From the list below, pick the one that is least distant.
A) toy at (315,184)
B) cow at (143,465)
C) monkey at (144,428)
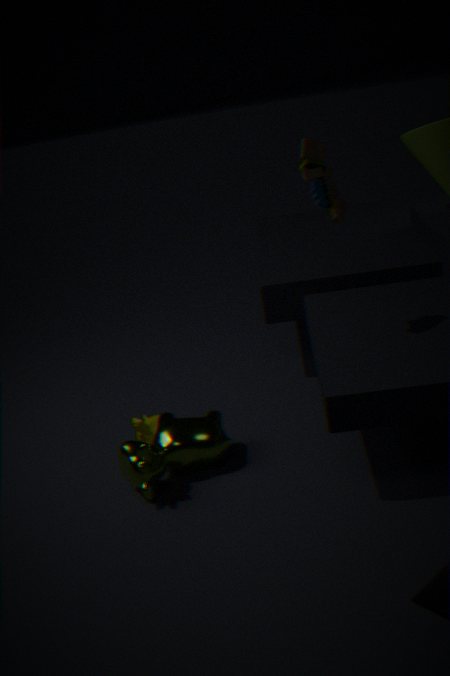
cow at (143,465)
